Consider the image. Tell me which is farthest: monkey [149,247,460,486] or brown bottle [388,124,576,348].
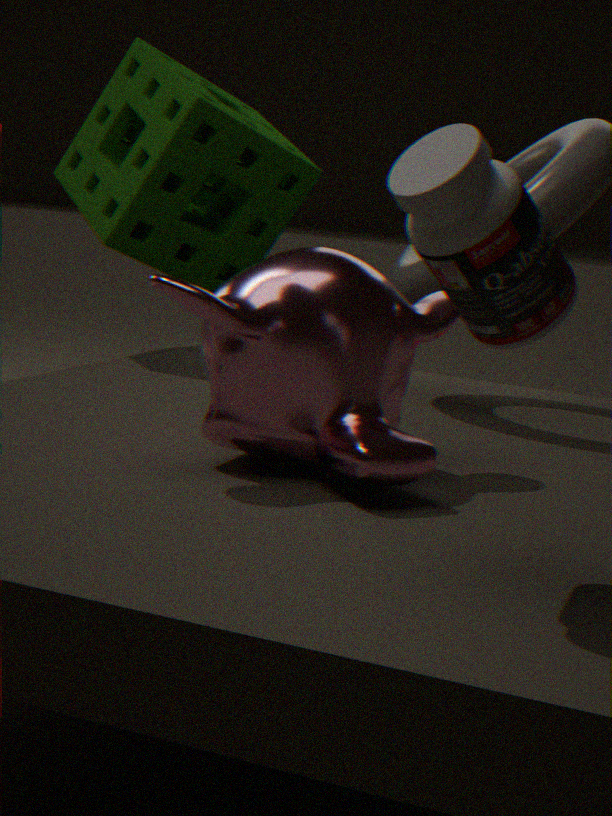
monkey [149,247,460,486]
